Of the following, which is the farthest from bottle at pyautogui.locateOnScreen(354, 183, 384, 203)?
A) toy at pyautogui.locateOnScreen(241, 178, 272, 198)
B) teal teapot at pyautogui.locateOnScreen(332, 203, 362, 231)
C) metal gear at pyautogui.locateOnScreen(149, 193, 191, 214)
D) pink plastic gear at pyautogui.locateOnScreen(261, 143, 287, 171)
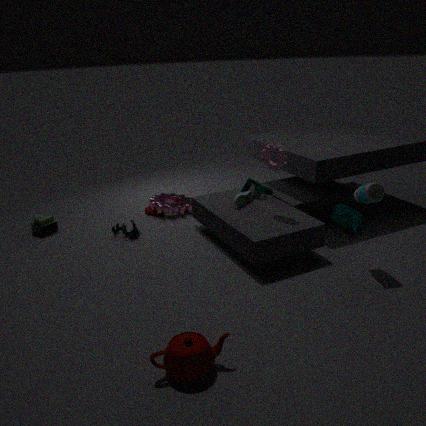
metal gear at pyautogui.locateOnScreen(149, 193, 191, 214)
